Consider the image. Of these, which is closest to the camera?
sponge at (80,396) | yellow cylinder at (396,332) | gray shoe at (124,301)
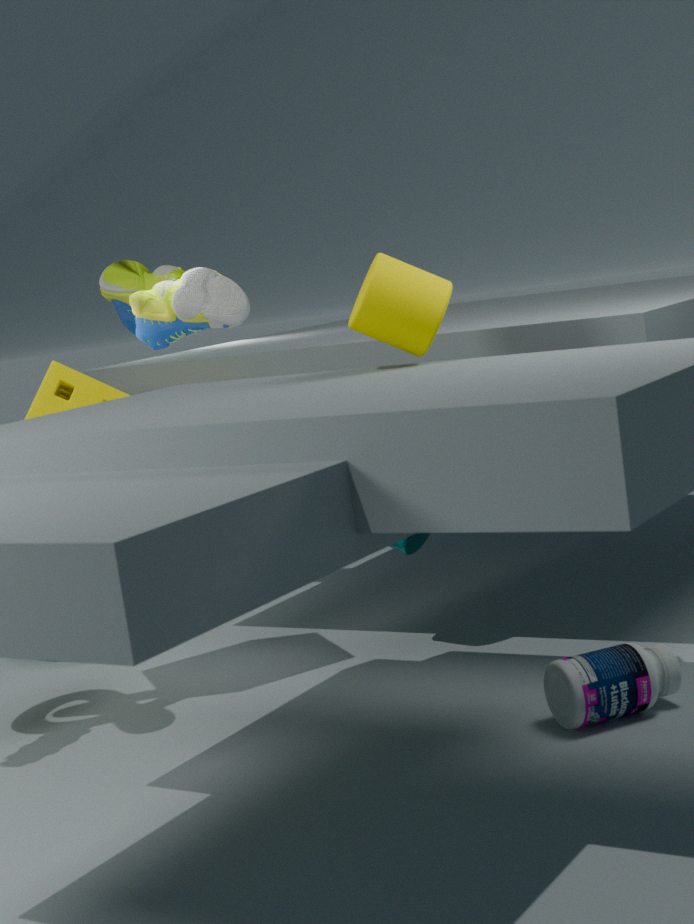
yellow cylinder at (396,332)
